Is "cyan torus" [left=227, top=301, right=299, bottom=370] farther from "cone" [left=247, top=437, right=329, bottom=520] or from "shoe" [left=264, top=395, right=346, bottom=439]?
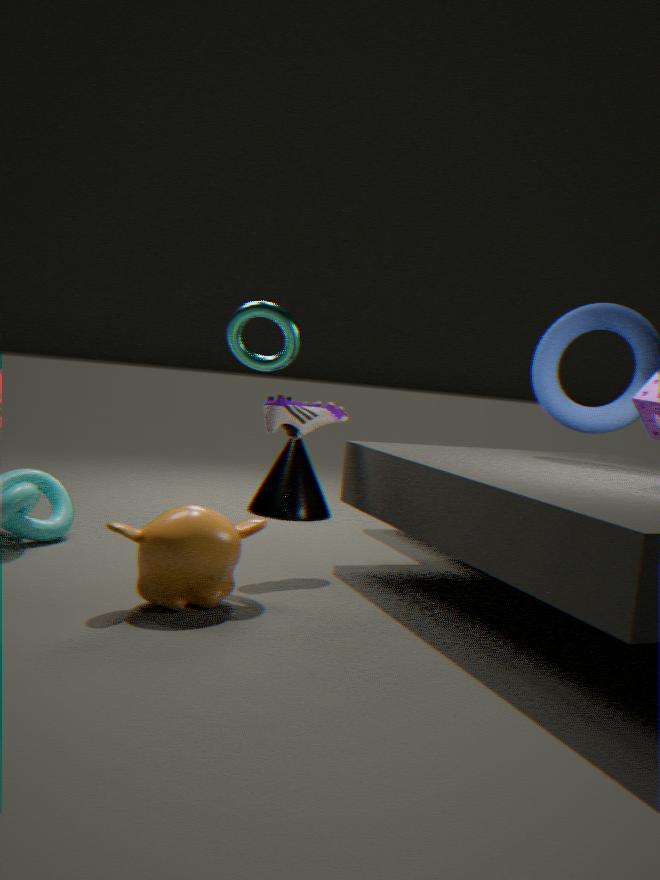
"cone" [left=247, top=437, right=329, bottom=520]
